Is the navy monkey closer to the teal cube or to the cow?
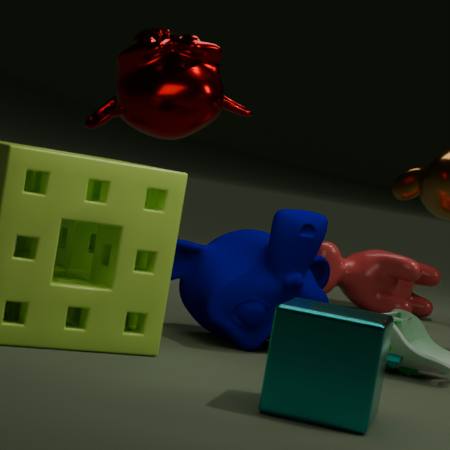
the teal cube
